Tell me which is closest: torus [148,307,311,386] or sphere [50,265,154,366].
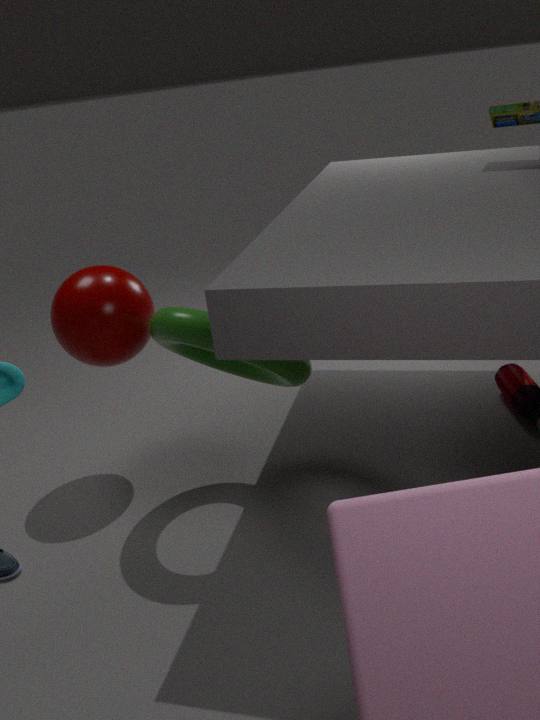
torus [148,307,311,386]
